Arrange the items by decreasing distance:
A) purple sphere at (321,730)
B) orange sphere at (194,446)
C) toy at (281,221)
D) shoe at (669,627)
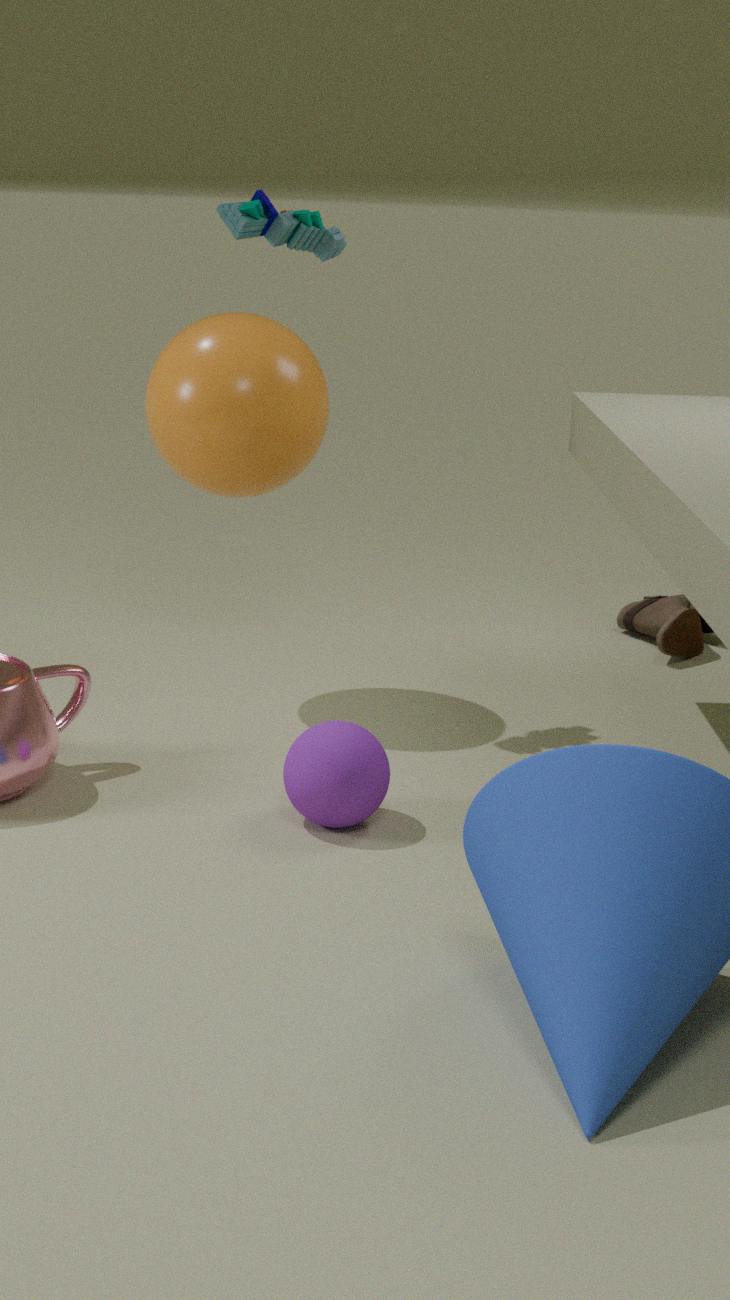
shoe at (669,627), orange sphere at (194,446), toy at (281,221), purple sphere at (321,730)
